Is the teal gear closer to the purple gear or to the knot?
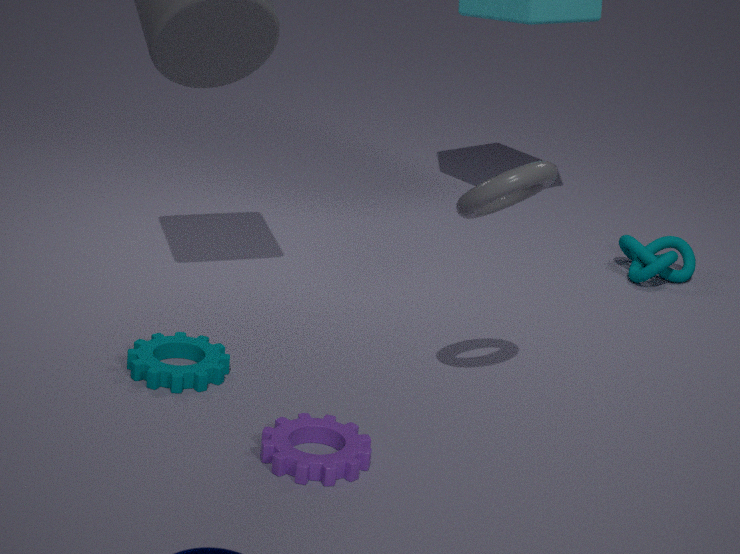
the purple gear
